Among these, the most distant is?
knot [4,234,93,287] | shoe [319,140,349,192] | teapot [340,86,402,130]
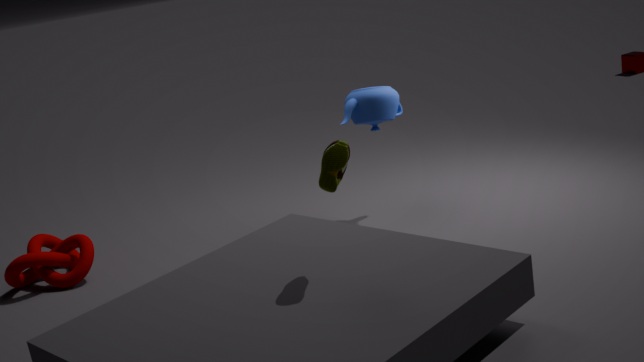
teapot [340,86,402,130]
